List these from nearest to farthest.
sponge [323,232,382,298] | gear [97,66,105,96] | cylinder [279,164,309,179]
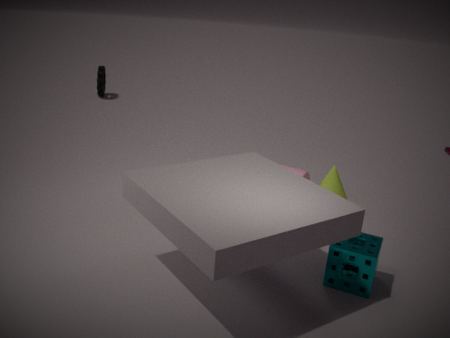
sponge [323,232,382,298]
cylinder [279,164,309,179]
gear [97,66,105,96]
